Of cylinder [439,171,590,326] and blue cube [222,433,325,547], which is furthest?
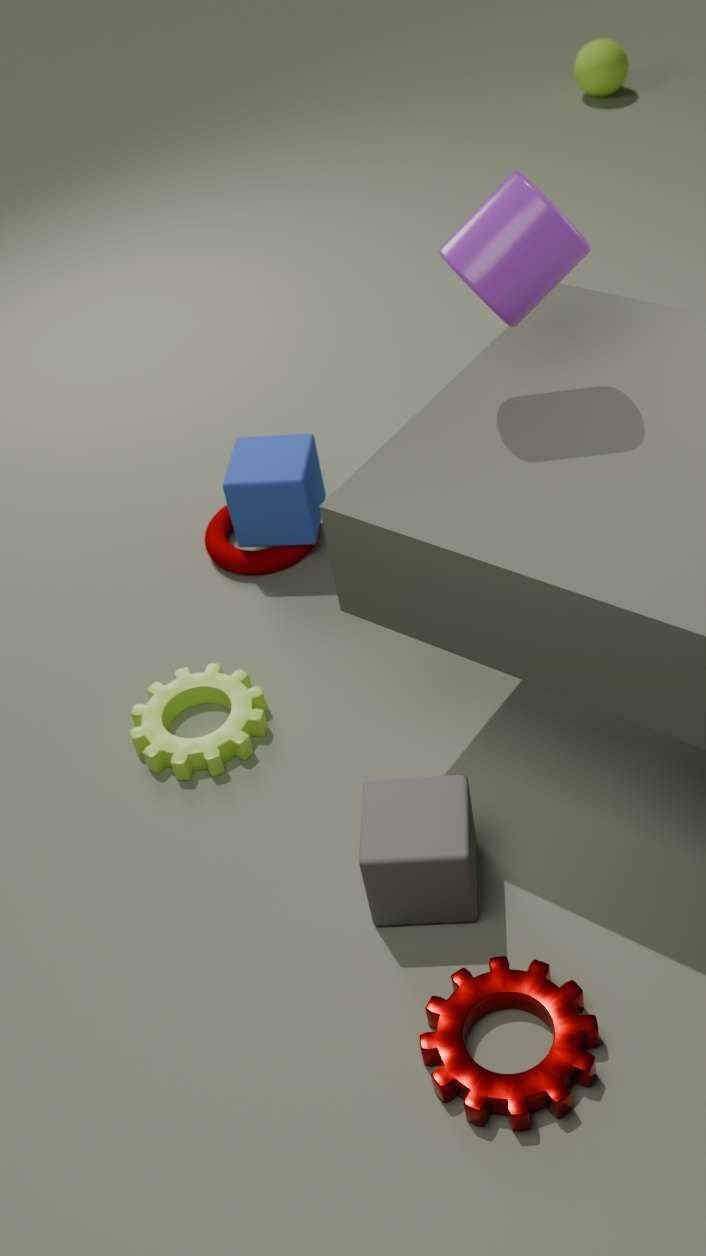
blue cube [222,433,325,547]
